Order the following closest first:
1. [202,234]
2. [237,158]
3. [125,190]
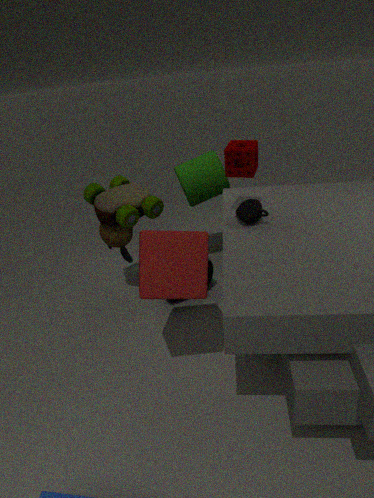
[202,234] < [237,158] < [125,190]
